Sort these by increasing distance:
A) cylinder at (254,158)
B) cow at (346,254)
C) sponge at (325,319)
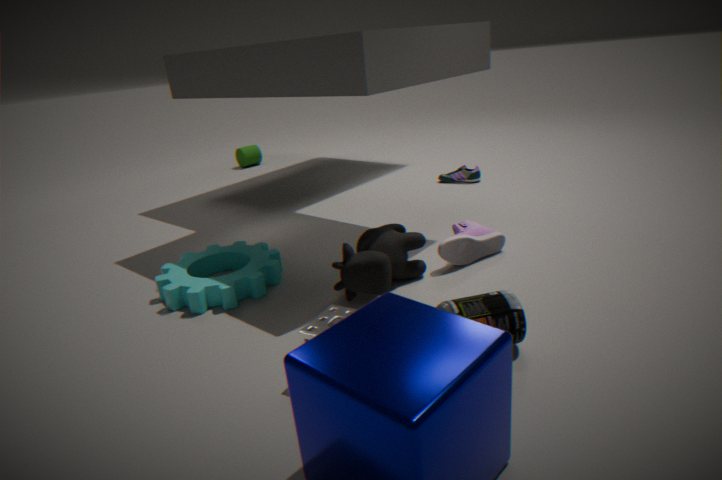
1. sponge at (325,319)
2. cow at (346,254)
3. cylinder at (254,158)
